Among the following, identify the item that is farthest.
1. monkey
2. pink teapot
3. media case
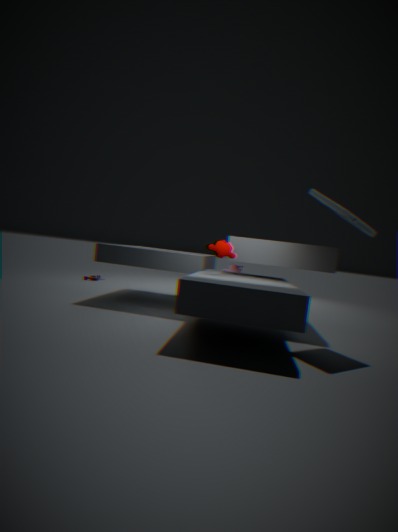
pink teapot
